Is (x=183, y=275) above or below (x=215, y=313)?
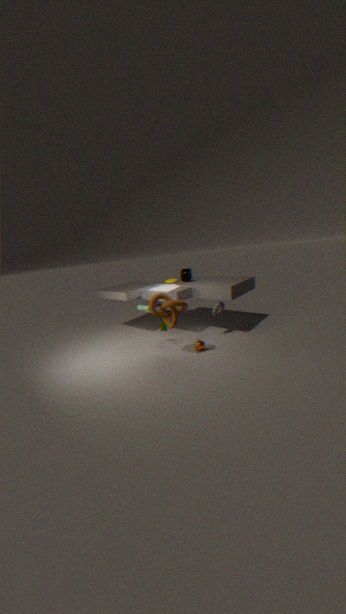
above
